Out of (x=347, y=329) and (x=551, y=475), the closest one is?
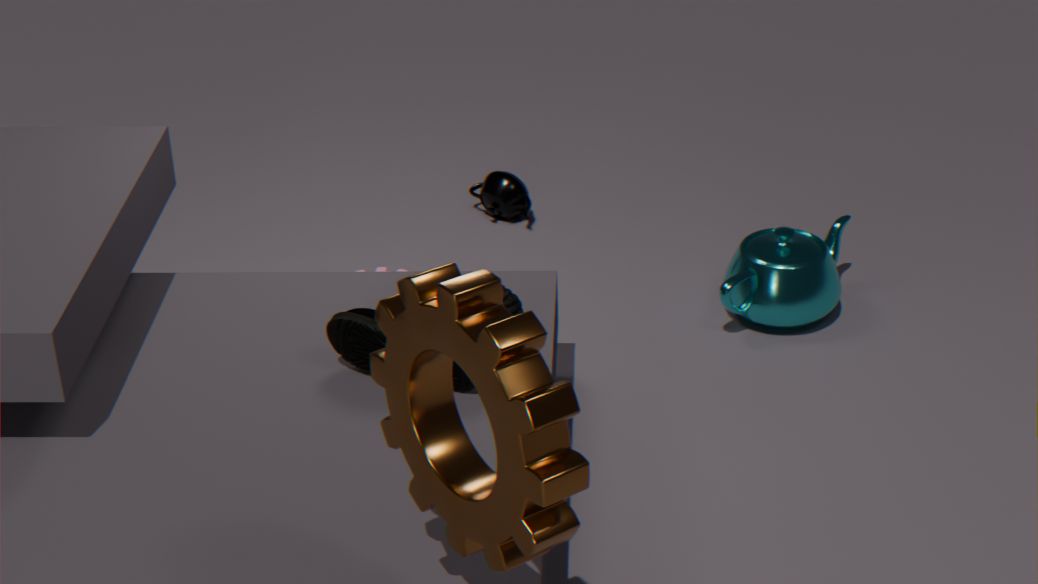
(x=551, y=475)
